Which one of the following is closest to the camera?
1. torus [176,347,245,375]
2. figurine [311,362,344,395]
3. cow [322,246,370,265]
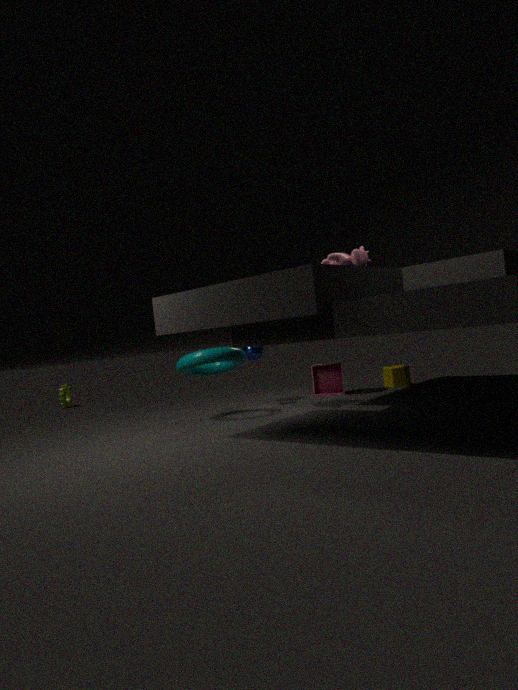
cow [322,246,370,265]
